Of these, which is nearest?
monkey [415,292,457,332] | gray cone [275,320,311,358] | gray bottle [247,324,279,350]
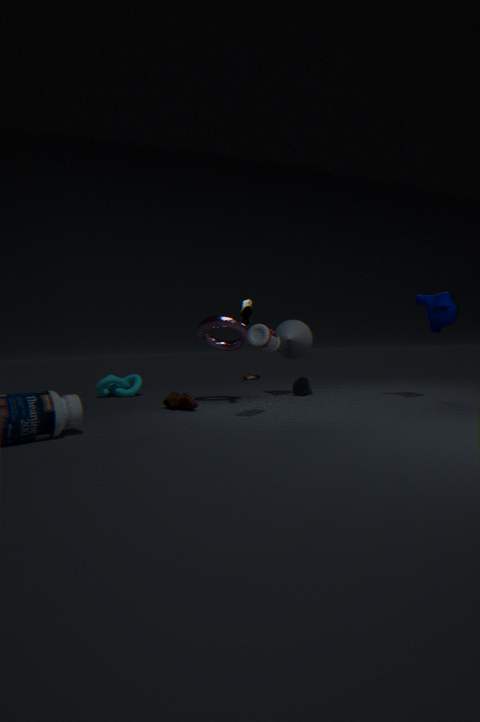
gray bottle [247,324,279,350]
